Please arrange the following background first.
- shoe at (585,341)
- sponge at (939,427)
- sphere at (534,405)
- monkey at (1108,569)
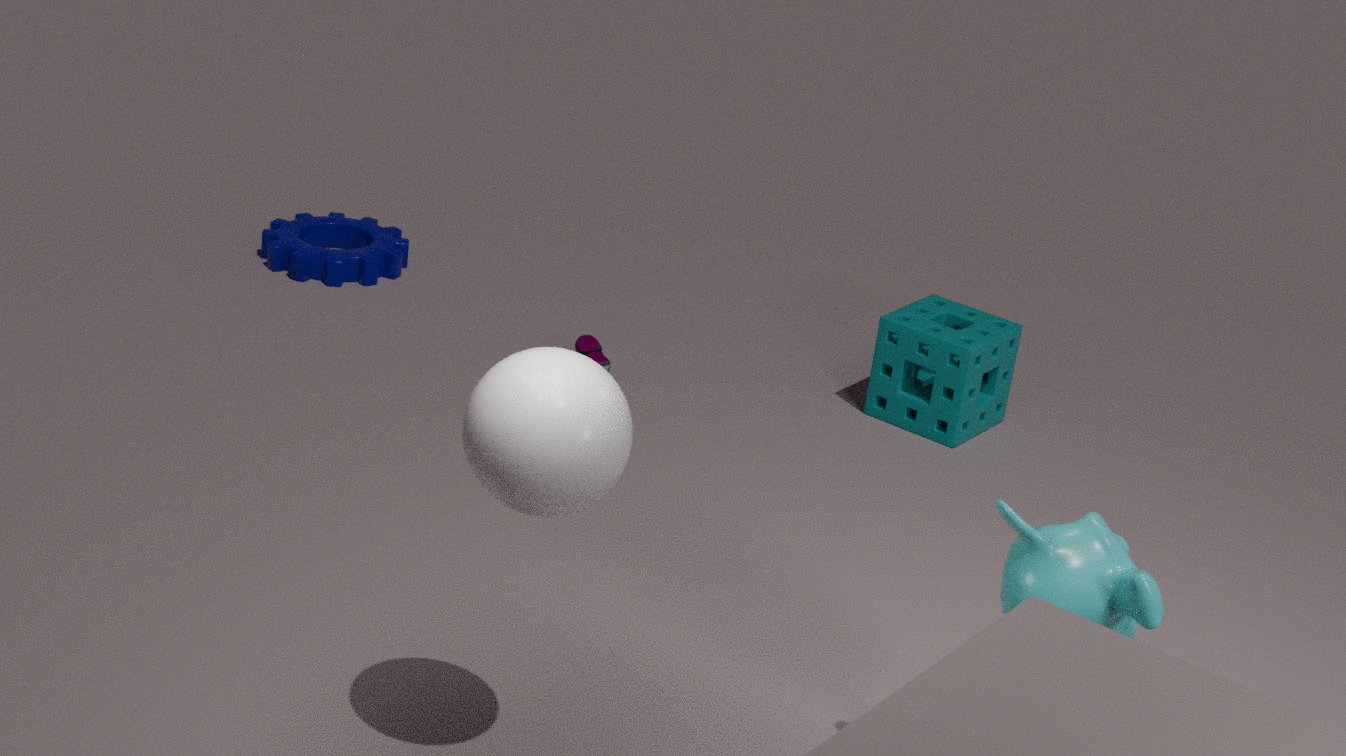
shoe at (585,341) → sponge at (939,427) → monkey at (1108,569) → sphere at (534,405)
